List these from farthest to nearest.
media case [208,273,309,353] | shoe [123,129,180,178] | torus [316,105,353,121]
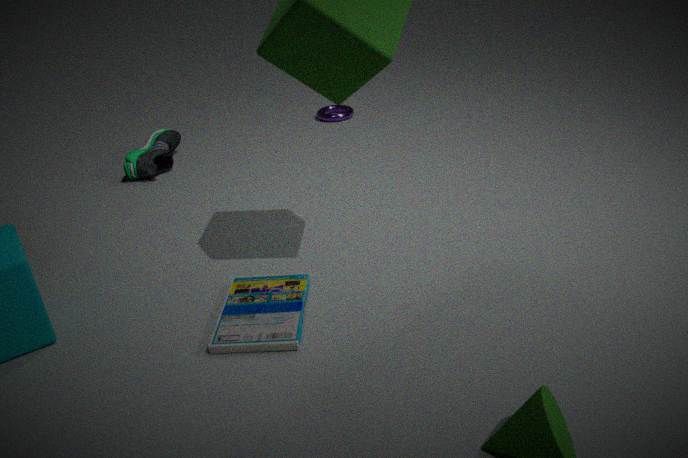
1. torus [316,105,353,121]
2. shoe [123,129,180,178]
3. media case [208,273,309,353]
